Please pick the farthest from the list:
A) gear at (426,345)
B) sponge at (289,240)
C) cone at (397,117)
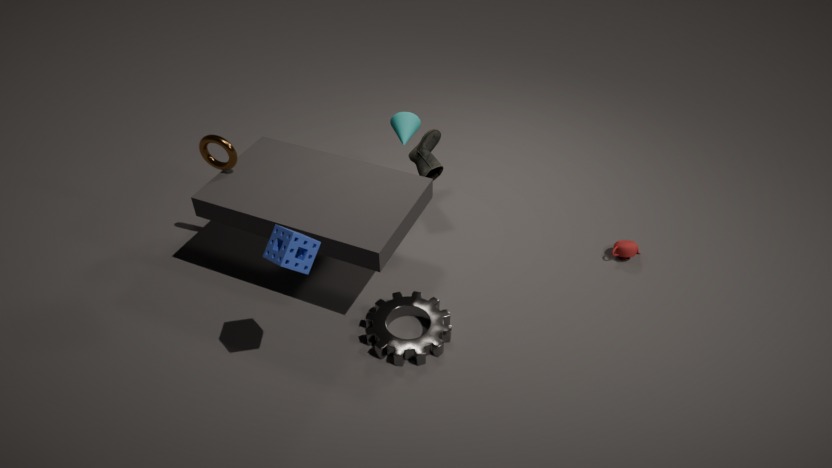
cone at (397,117)
